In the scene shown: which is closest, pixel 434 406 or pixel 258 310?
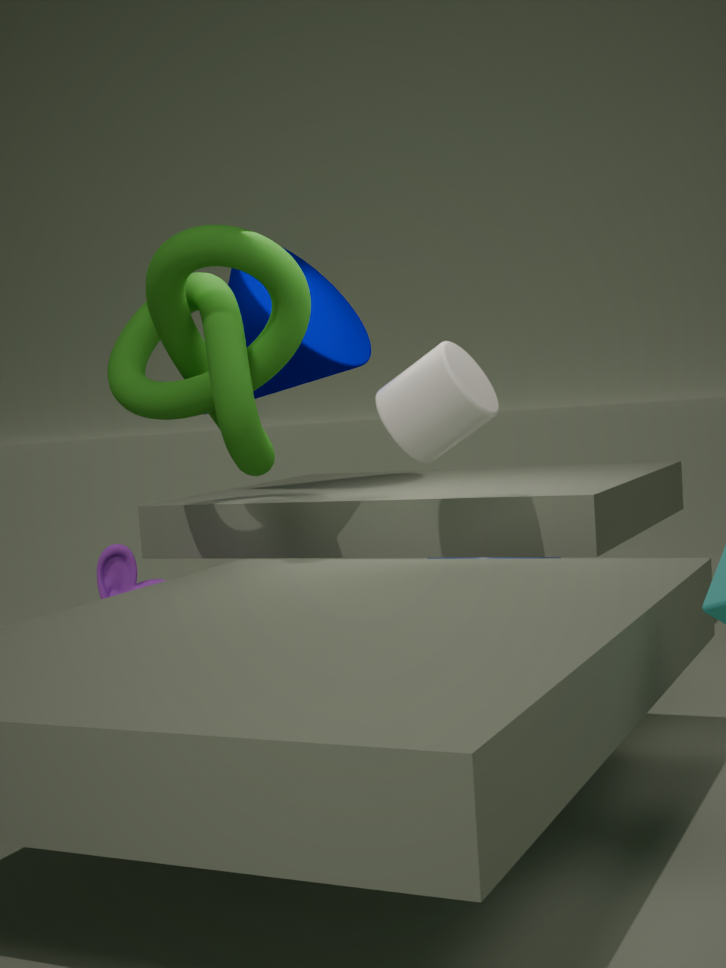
pixel 434 406
